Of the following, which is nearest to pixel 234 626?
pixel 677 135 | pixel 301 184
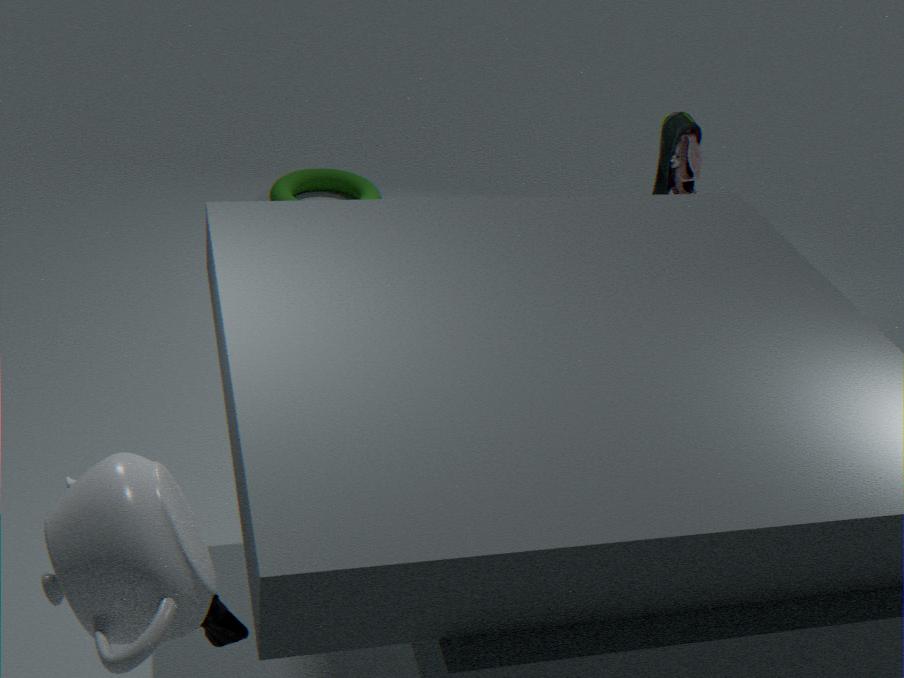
pixel 677 135
